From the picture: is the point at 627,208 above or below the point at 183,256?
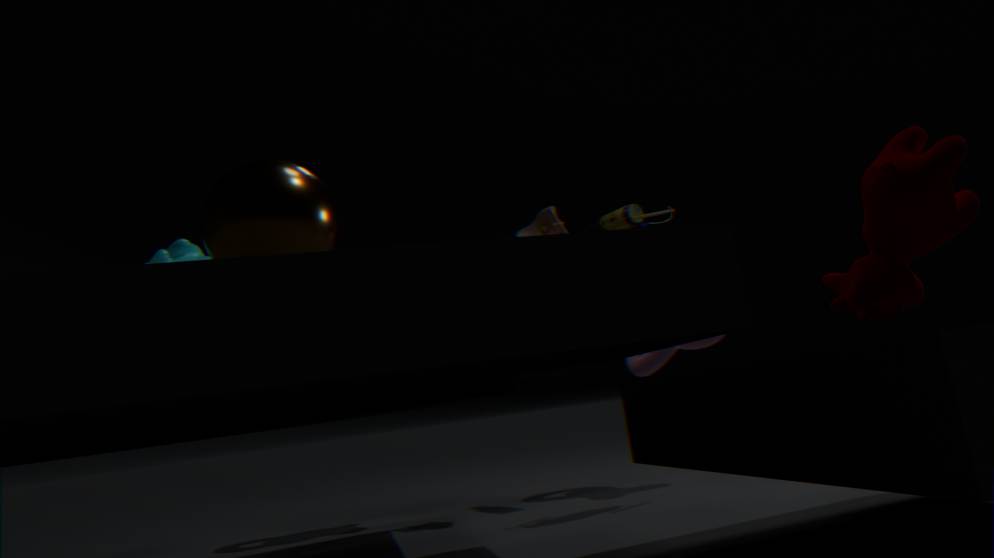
above
